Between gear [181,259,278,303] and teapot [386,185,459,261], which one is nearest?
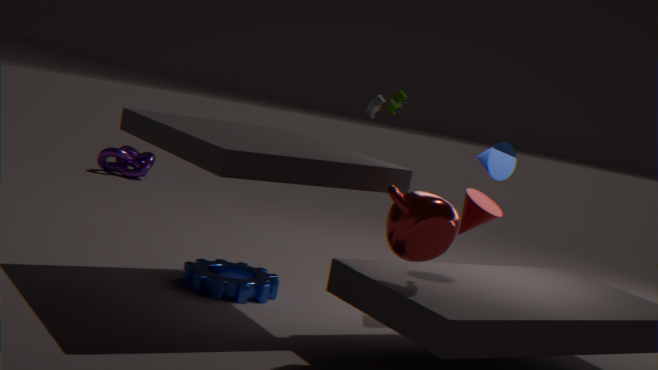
teapot [386,185,459,261]
